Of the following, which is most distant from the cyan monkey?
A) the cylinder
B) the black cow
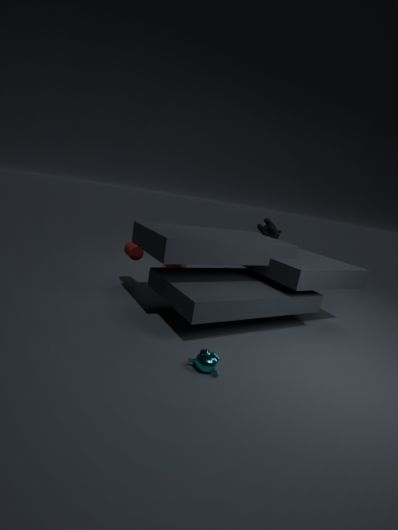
the black cow
